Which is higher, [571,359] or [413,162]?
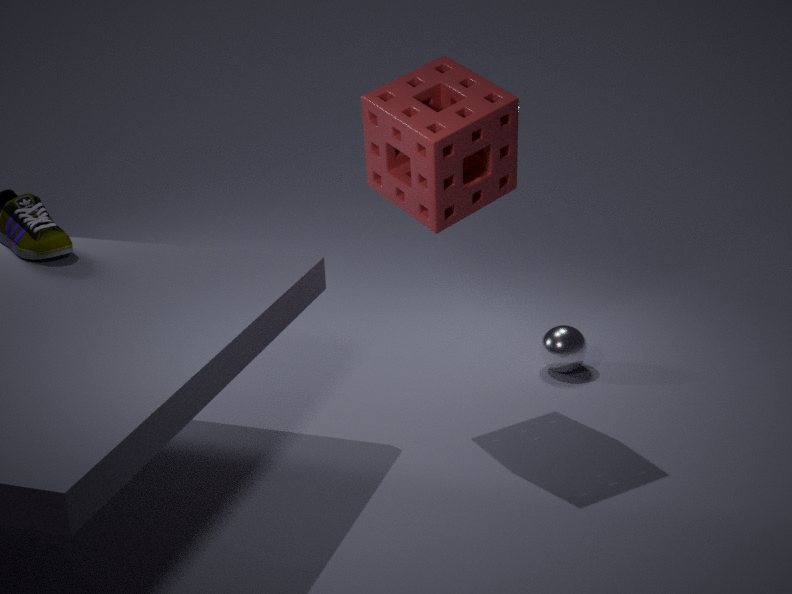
[413,162]
